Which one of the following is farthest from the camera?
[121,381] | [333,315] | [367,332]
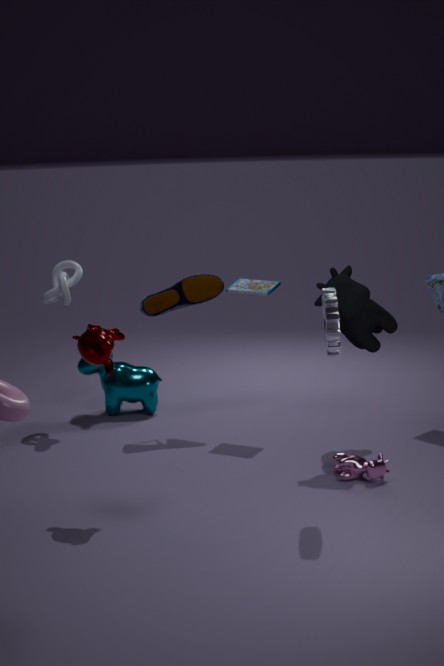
[121,381]
